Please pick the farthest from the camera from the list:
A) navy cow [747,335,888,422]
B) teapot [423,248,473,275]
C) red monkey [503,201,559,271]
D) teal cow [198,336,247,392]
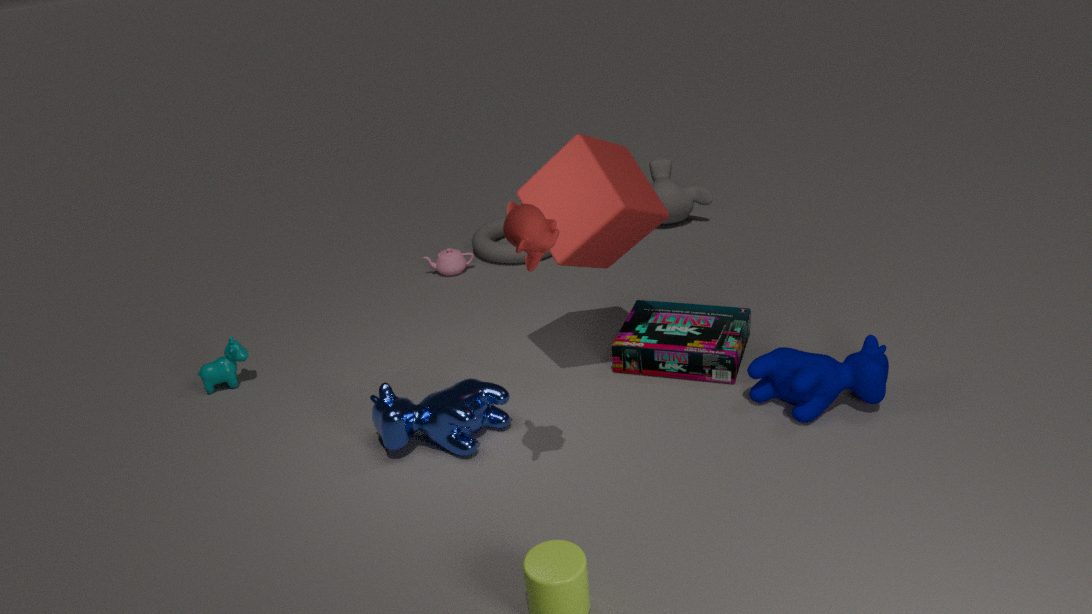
teapot [423,248,473,275]
